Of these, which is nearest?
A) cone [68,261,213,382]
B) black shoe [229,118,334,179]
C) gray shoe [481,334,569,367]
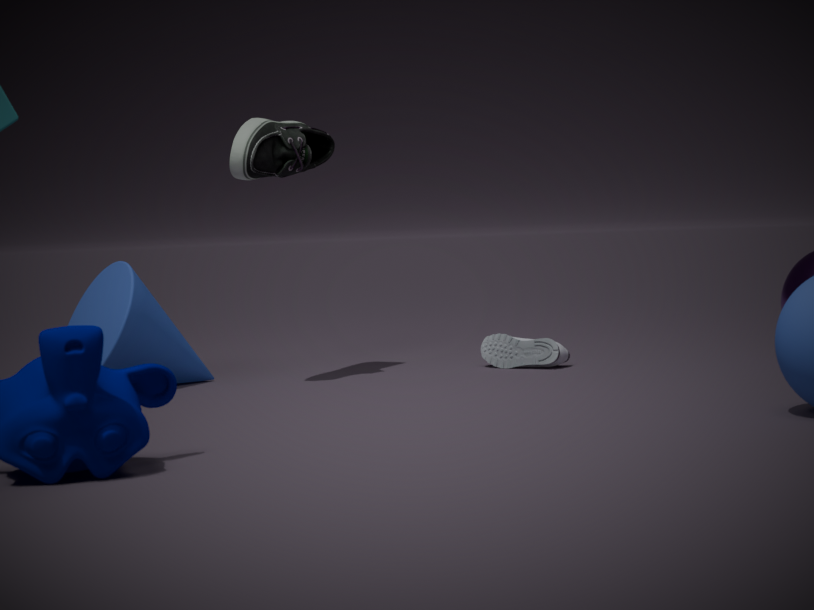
black shoe [229,118,334,179]
